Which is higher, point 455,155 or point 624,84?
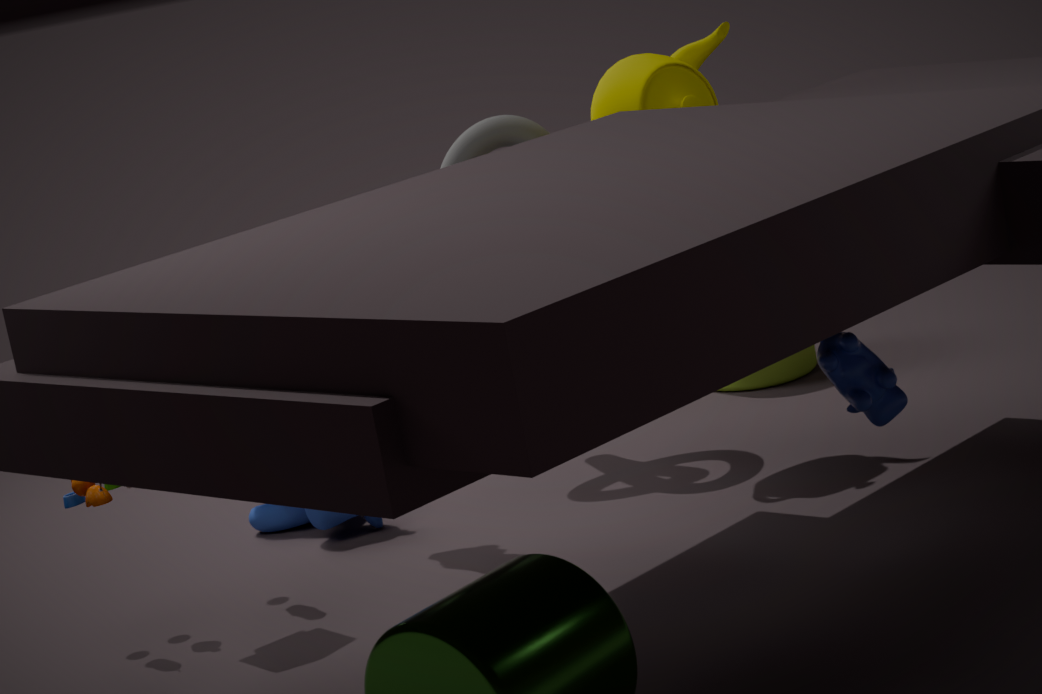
point 624,84
